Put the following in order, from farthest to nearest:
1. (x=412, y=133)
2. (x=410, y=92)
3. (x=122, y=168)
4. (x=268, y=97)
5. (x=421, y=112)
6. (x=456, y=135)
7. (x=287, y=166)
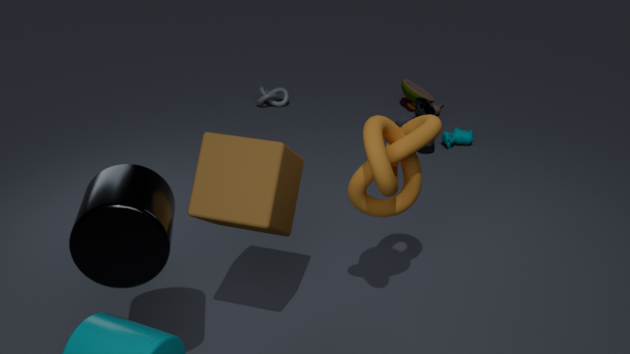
(x=268, y=97) < (x=410, y=92) < (x=456, y=135) < (x=421, y=112) < (x=412, y=133) < (x=287, y=166) < (x=122, y=168)
